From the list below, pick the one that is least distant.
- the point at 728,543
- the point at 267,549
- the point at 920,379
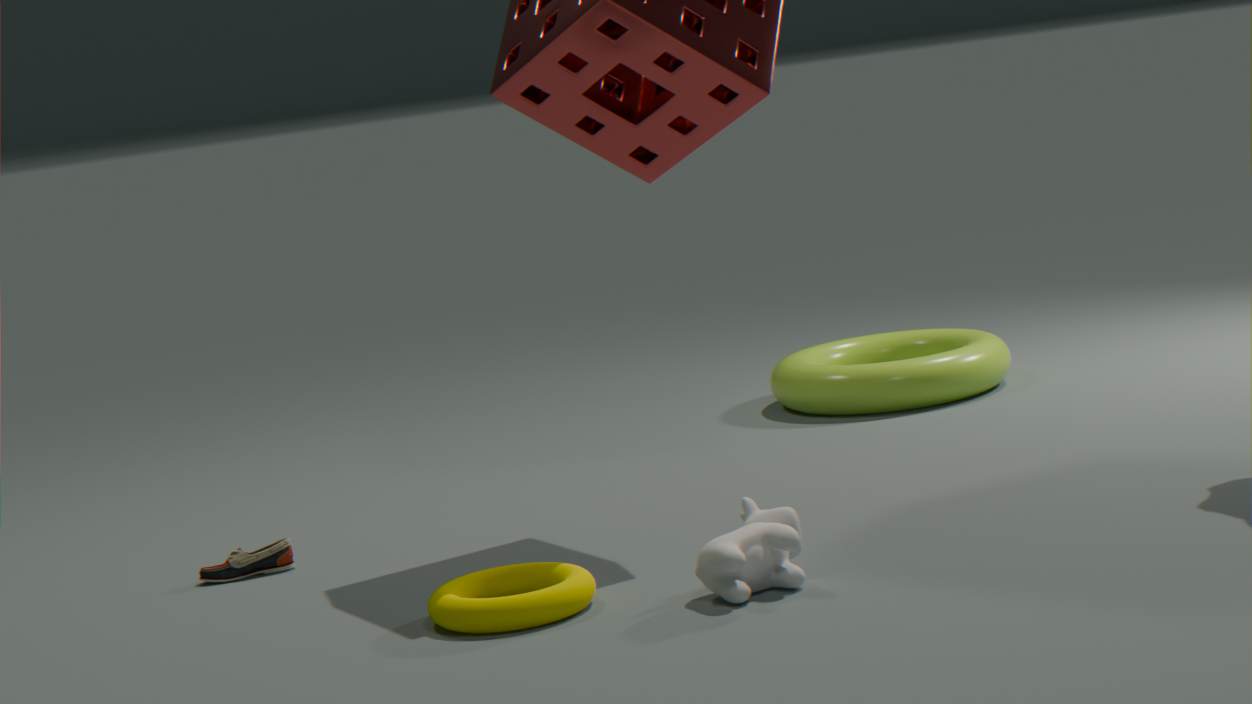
the point at 728,543
